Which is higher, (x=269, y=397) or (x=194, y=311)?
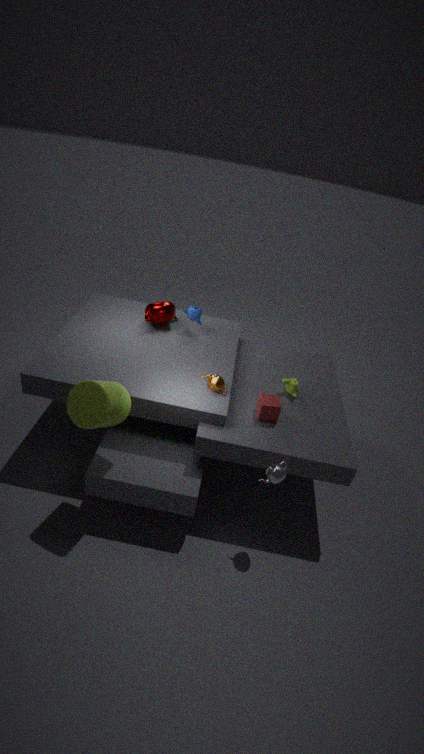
(x=194, y=311)
